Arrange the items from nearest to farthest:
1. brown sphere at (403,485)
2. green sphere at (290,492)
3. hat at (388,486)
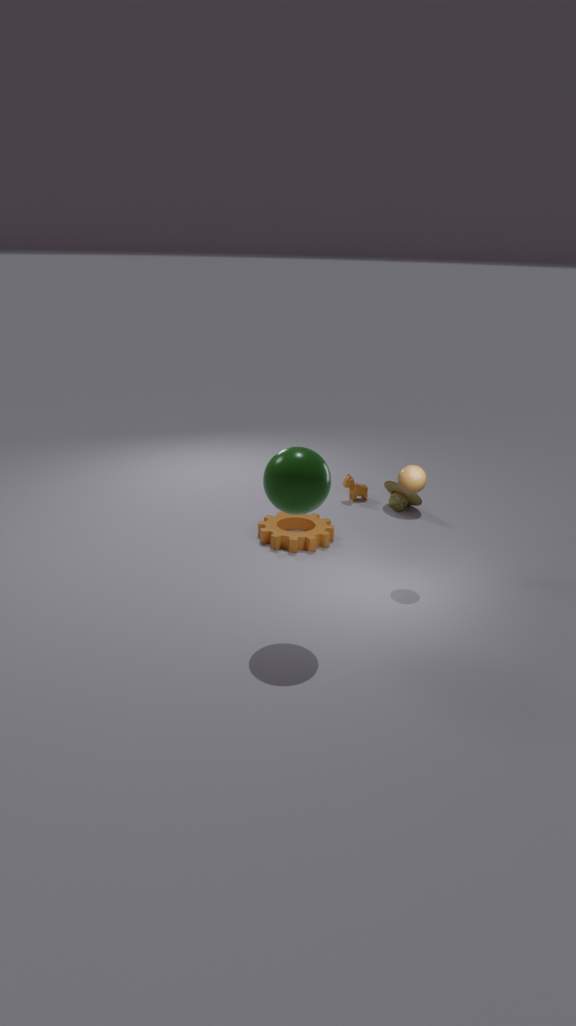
green sphere at (290,492)
brown sphere at (403,485)
hat at (388,486)
